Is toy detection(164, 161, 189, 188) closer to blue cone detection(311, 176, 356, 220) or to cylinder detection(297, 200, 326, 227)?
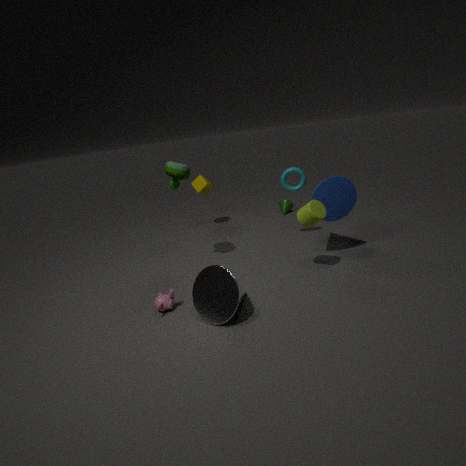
cylinder detection(297, 200, 326, 227)
